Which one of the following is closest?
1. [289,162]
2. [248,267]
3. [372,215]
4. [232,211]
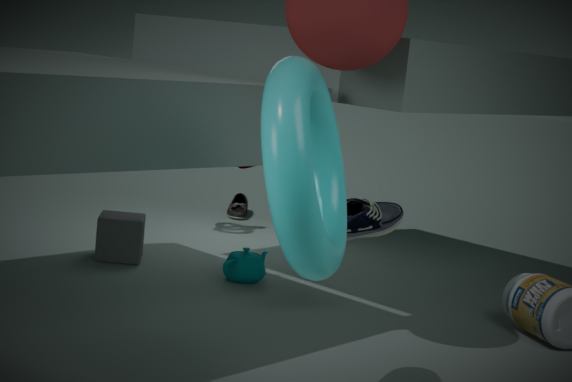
[289,162]
